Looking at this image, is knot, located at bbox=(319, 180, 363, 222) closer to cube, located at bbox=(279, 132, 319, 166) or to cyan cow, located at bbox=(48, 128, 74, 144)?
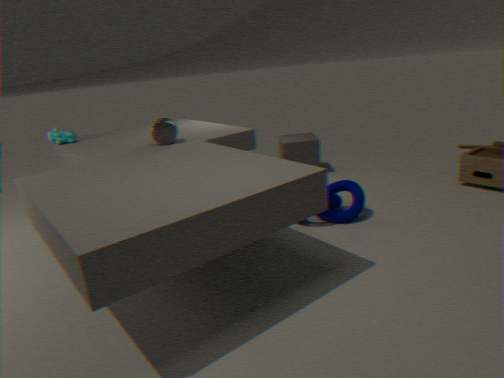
cube, located at bbox=(279, 132, 319, 166)
